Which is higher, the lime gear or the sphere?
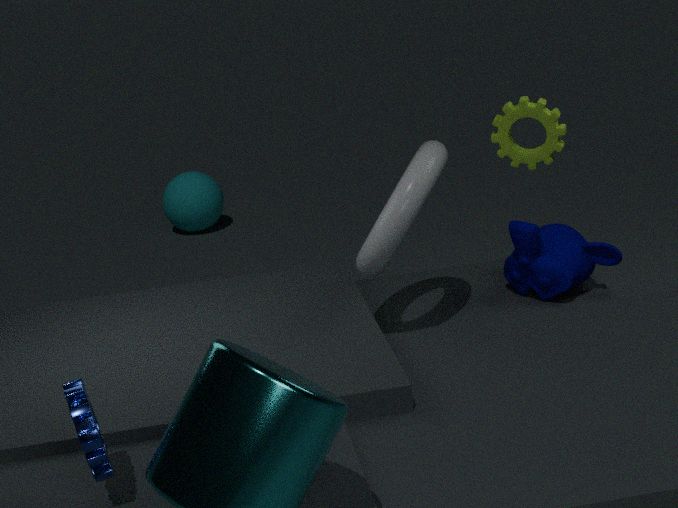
the lime gear
